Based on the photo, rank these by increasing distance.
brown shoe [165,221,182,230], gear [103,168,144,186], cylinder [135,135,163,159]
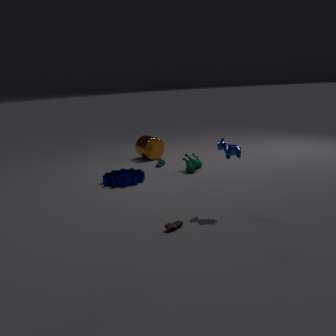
brown shoe [165,221,182,230]
gear [103,168,144,186]
cylinder [135,135,163,159]
